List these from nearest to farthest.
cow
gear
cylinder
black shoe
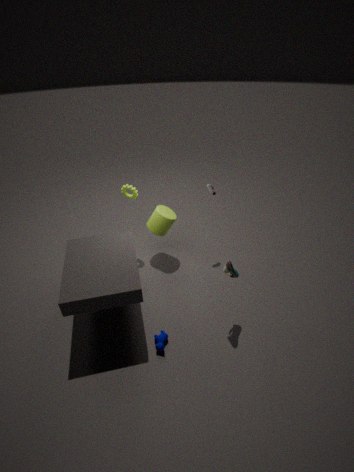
black shoe, cow, cylinder, gear
